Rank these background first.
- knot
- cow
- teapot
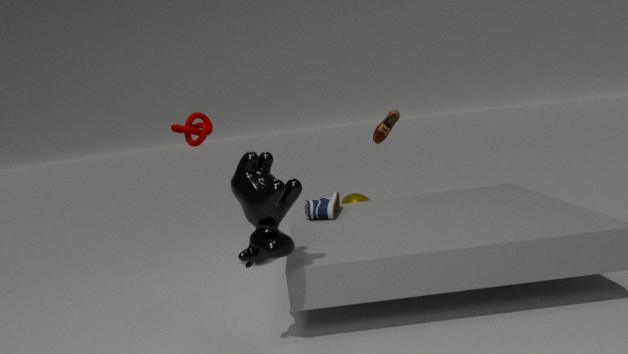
teapot < knot < cow
